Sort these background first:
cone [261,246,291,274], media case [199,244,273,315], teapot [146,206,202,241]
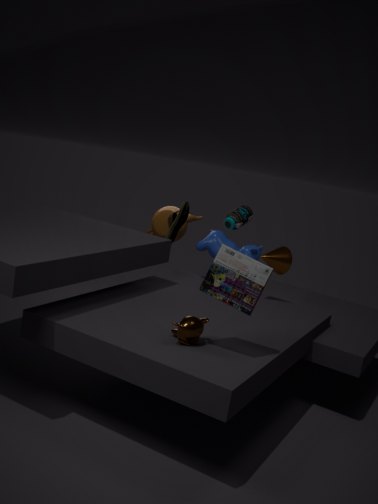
teapot [146,206,202,241]
cone [261,246,291,274]
media case [199,244,273,315]
